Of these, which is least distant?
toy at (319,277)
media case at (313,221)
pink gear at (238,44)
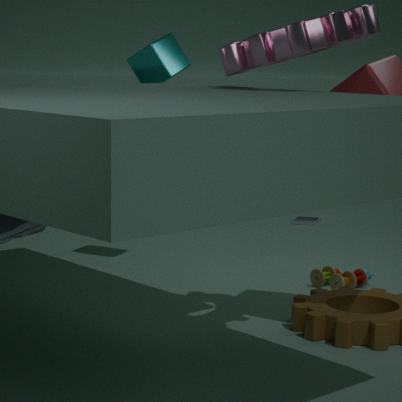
pink gear at (238,44)
